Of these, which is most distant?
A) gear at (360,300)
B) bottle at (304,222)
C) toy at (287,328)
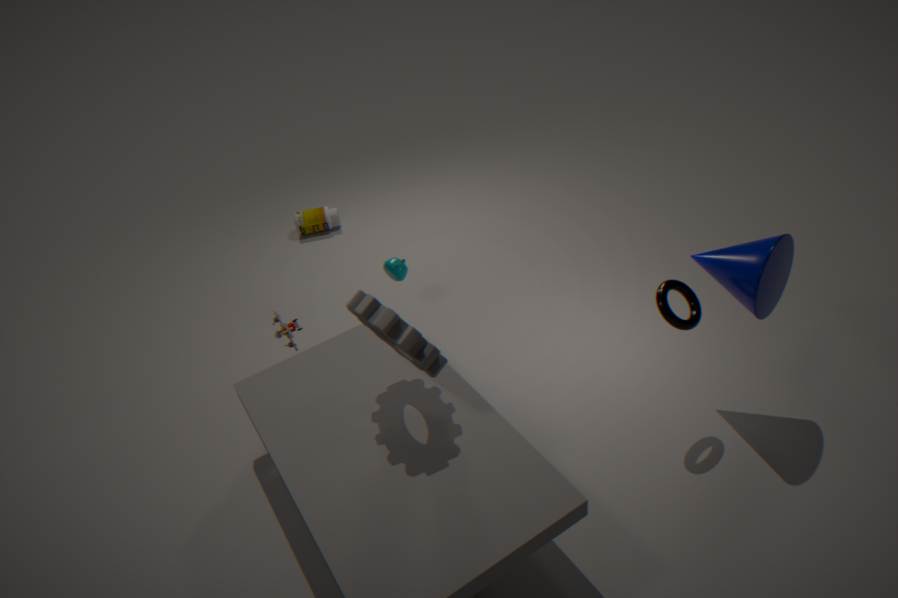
bottle at (304,222)
